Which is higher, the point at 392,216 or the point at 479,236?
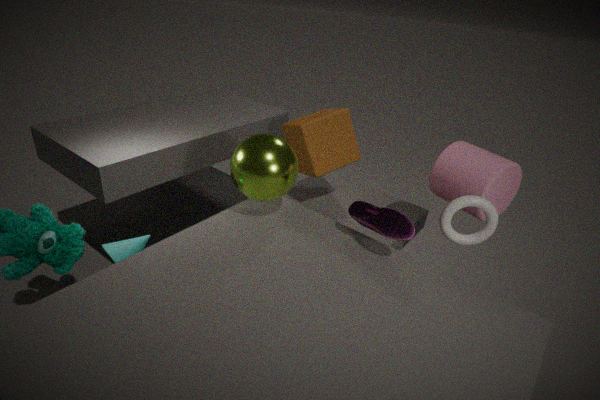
the point at 479,236
